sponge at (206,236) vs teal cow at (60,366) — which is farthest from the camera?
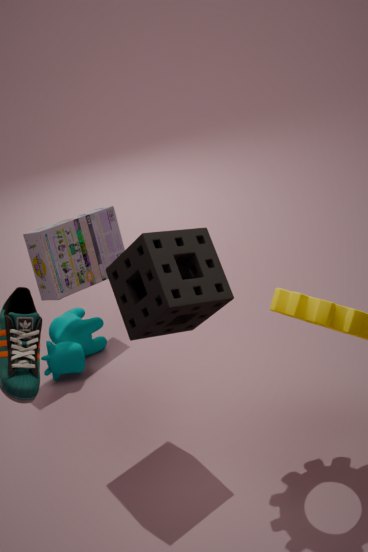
teal cow at (60,366)
